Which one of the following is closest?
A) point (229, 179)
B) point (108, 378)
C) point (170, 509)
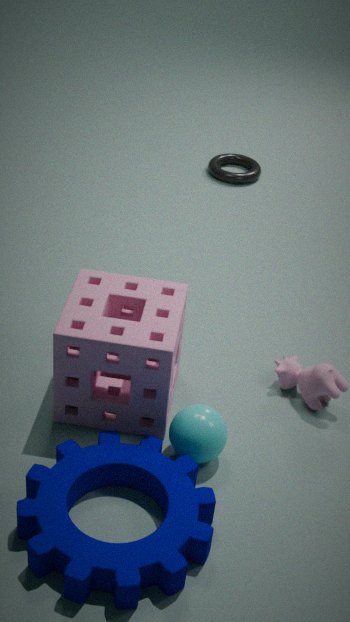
point (170, 509)
